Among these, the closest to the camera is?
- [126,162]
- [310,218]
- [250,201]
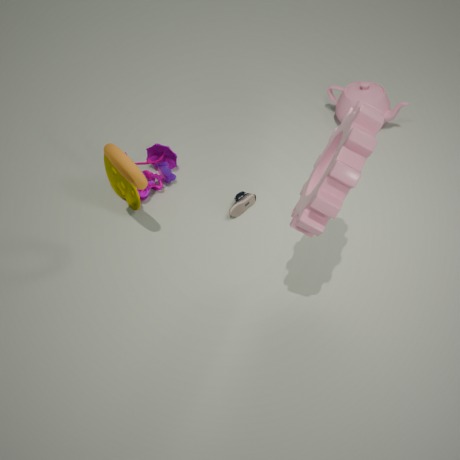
[310,218]
